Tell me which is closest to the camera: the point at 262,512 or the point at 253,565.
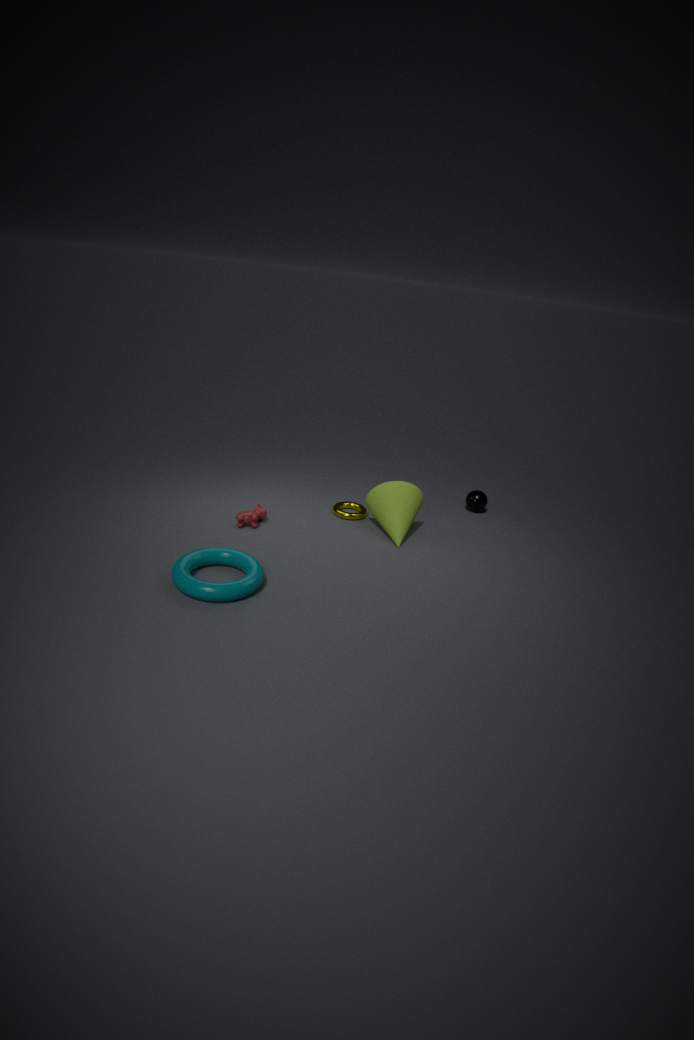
the point at 253,565
